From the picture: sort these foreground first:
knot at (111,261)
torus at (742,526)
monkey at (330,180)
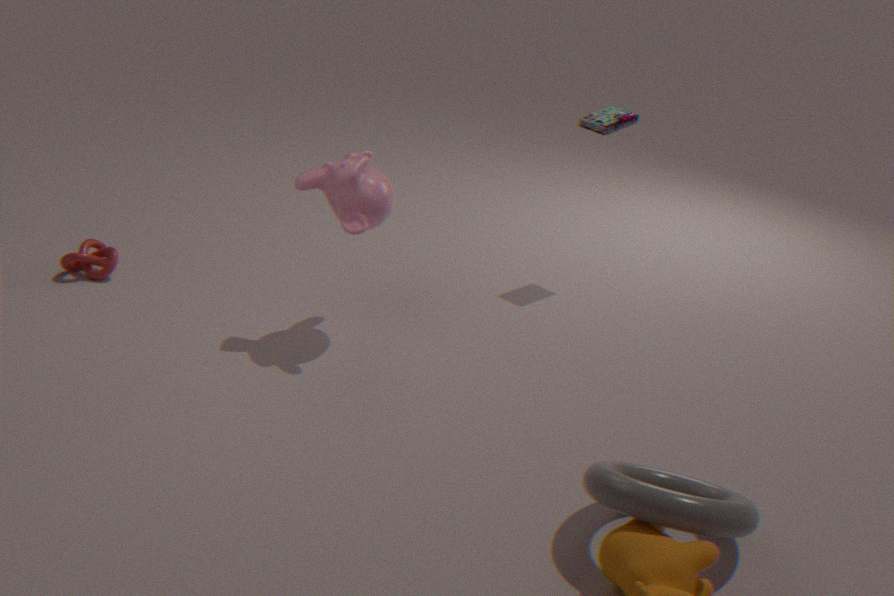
torus at (742,526), monkey at (330,180), knot at (111,261)
